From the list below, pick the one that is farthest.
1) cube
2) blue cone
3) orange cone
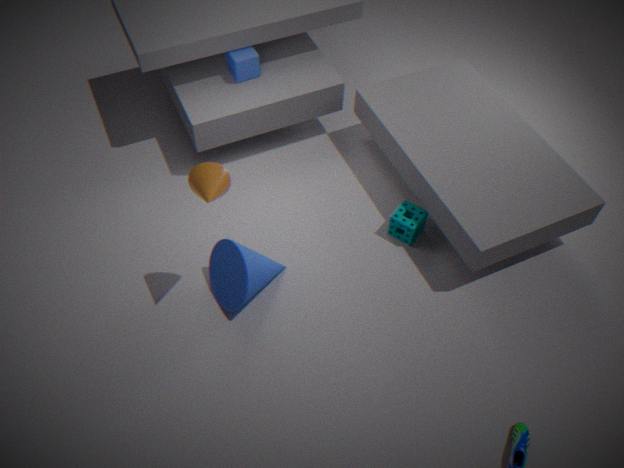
1. cube
